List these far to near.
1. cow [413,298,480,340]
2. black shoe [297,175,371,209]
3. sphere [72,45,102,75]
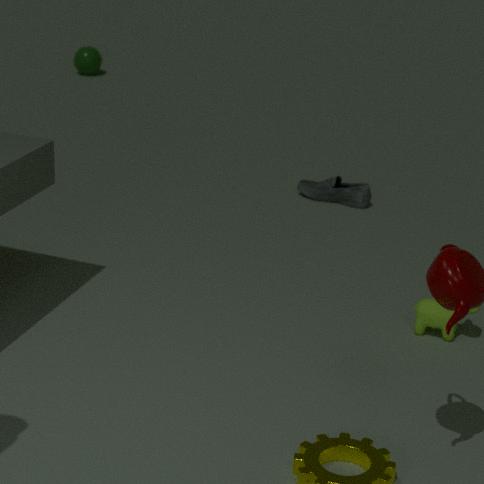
1. sphere [72,45,102,75]
2. black shoe [297,175,371,209]
3. cow [413,298,480,340]
